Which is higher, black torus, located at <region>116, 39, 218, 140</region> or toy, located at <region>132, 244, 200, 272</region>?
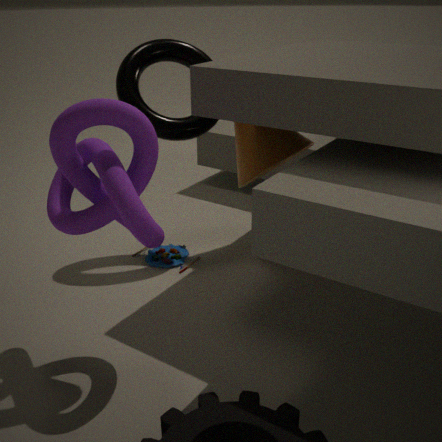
black torus, located at <region>116, 39, 218, 140</region>
